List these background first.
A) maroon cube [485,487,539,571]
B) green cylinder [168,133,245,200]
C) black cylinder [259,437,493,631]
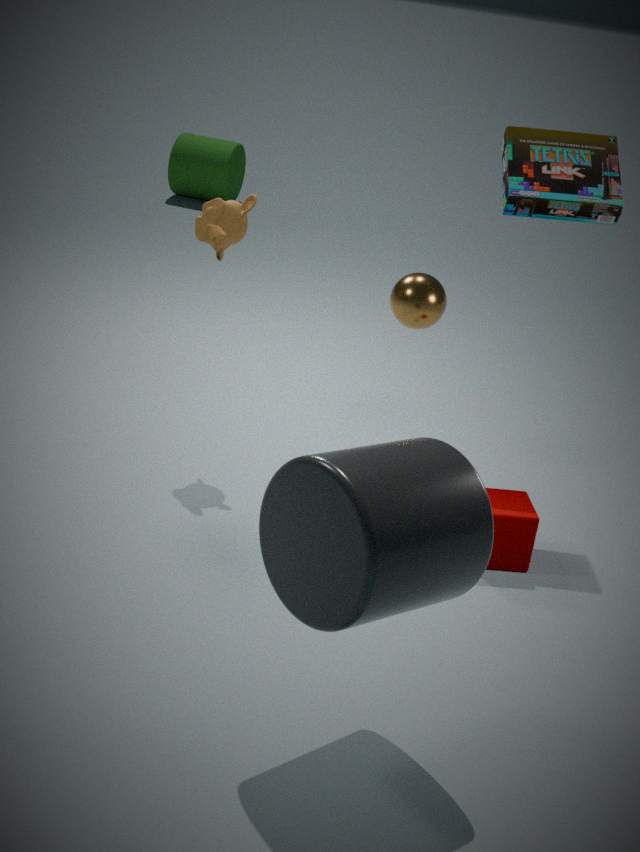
1. green cylinder [168,133,245,200]
2. maroon cube [485,487,539,571]
3. black cylinder [259,437,493,631]
